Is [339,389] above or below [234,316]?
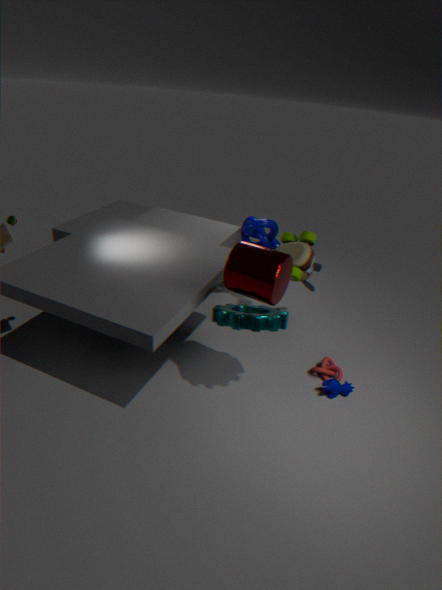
below
